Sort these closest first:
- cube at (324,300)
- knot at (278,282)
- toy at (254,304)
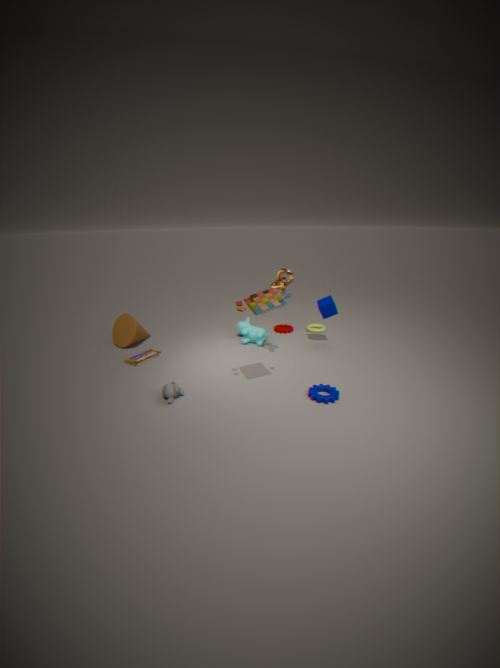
toy at (254,304) < knot at (278,282) < cube at (324,300)
